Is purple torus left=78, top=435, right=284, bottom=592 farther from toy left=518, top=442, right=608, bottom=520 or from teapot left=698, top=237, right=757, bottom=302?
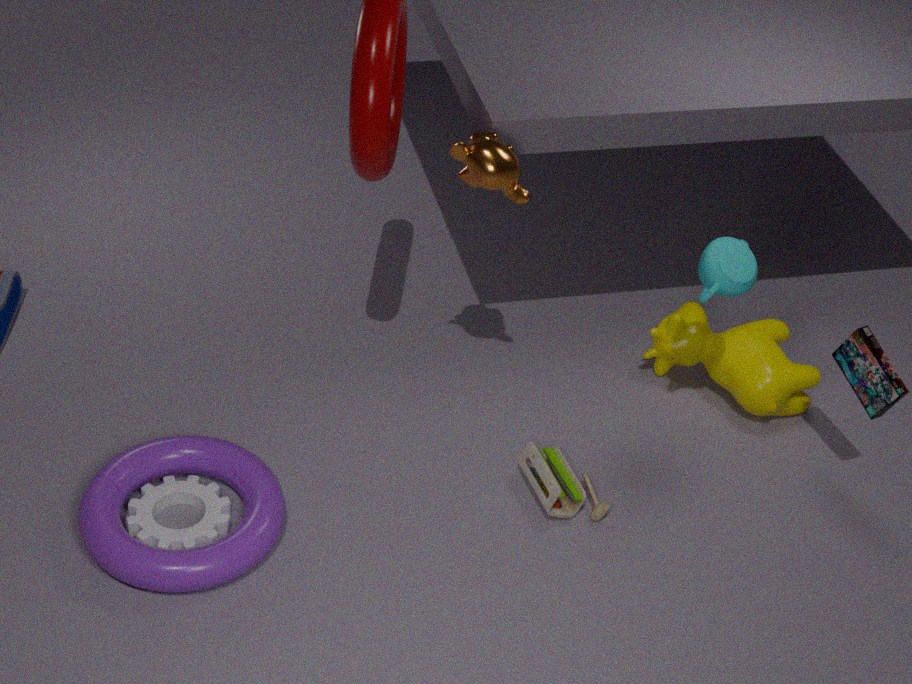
teapot left=698, top=237, right=757, bottom=302
